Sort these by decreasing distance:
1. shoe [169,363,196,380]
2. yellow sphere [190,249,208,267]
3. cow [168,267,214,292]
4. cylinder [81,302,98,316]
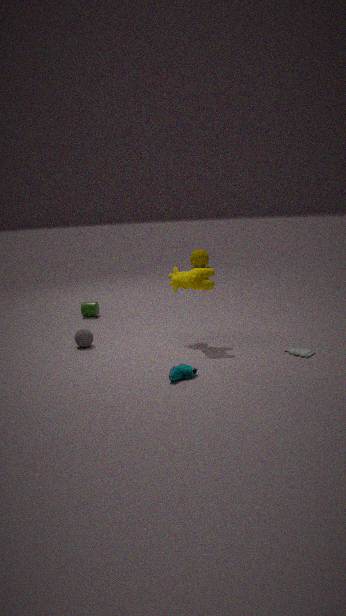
yellow sphere [190,249,208,267] → cylinder [81,302,98,316] → cow [168,267,214,292] → shoe [169,363,196,380]
